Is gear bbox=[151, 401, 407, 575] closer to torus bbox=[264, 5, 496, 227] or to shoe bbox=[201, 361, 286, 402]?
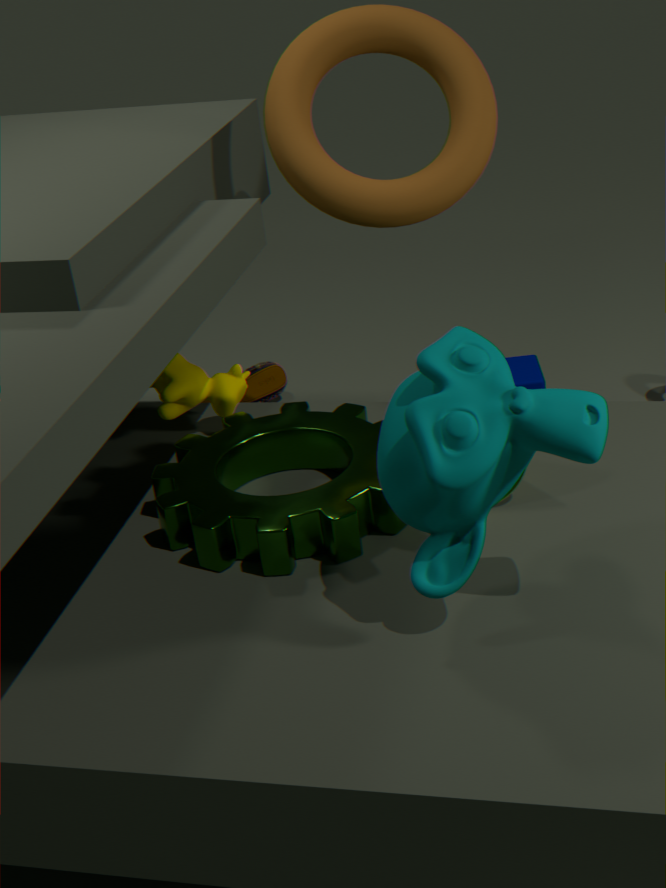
torus bbox=[264, 5, 496, 227]
